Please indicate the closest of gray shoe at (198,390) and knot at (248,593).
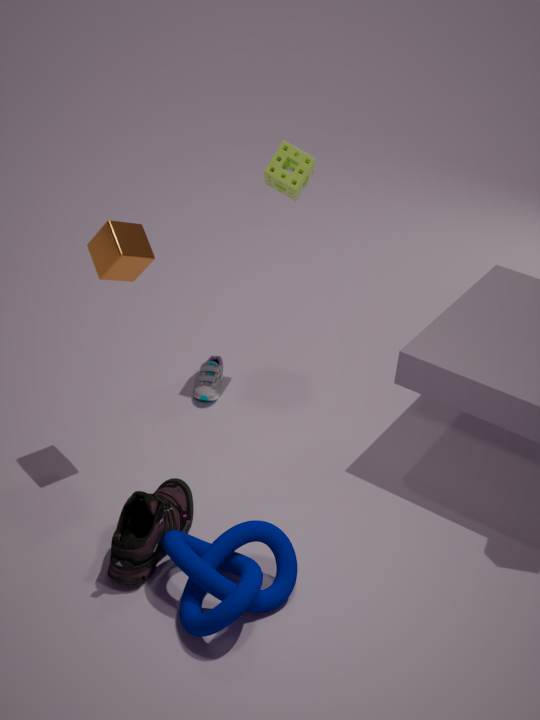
knot at (248,593)
